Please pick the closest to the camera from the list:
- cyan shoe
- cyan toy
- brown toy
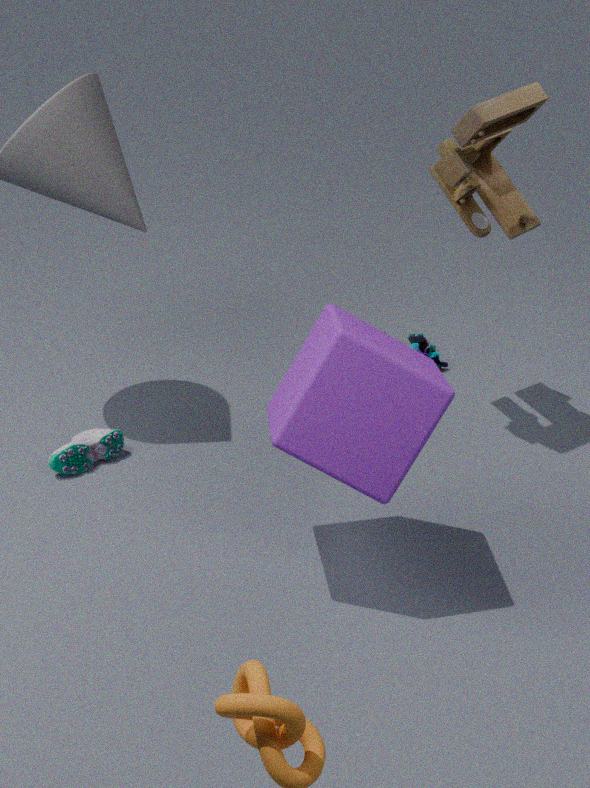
brown toy
